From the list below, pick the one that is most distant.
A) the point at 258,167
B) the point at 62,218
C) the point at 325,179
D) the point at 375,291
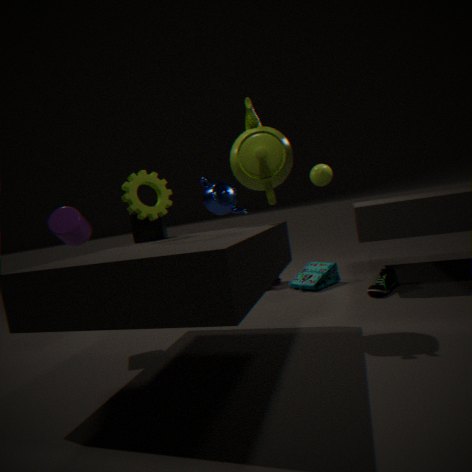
the point at 325,179
